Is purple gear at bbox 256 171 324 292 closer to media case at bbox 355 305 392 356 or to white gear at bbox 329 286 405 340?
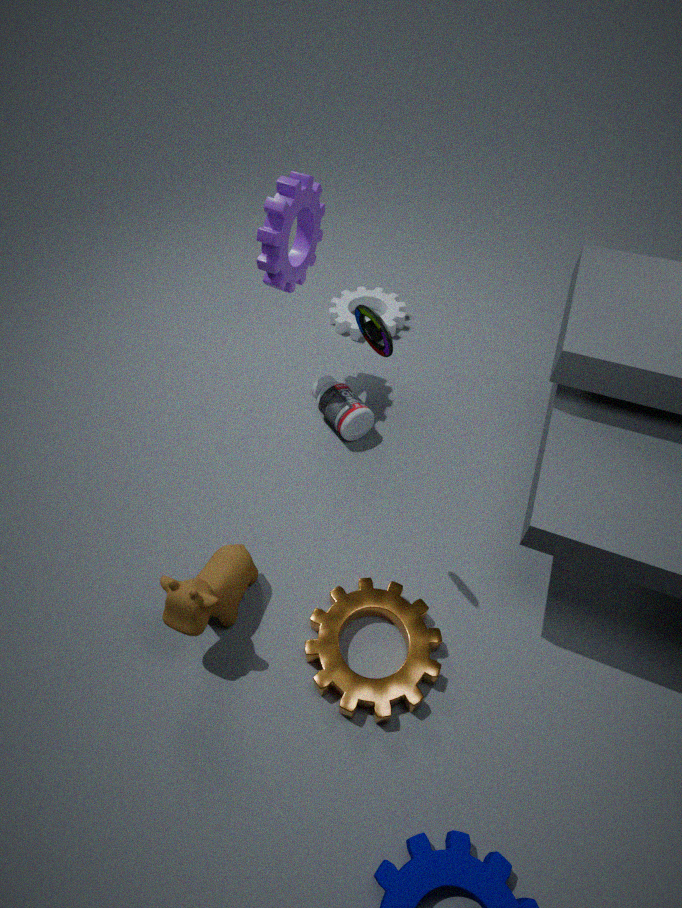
white gear at bbox 329 286 405 340
